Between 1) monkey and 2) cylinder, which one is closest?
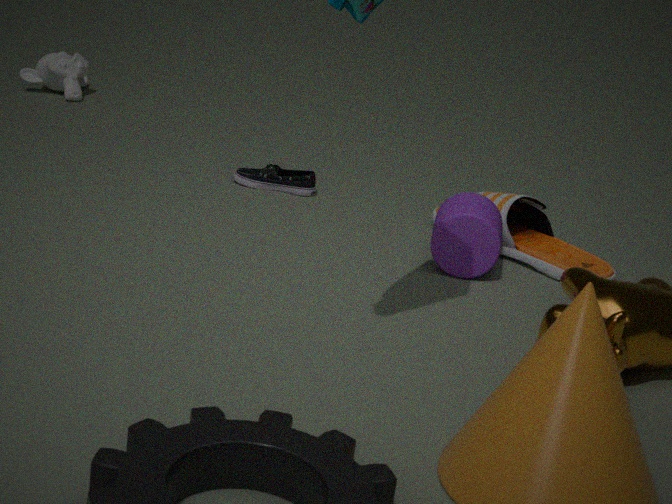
2. cylinder
